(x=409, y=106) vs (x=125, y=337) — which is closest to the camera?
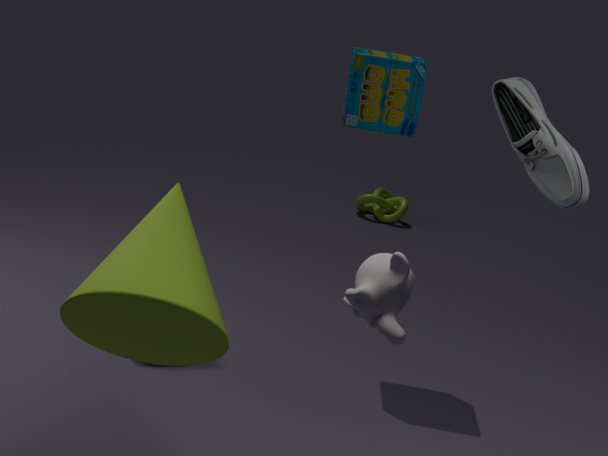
(x=125, y=337)
